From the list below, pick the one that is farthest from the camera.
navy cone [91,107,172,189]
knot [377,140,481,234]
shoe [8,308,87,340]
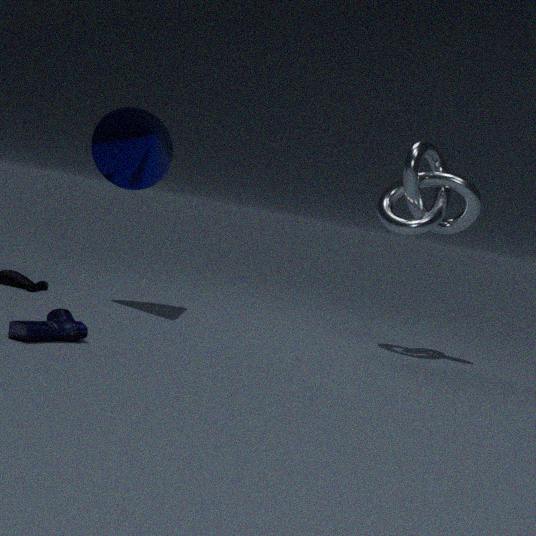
knot [377,140,481,234]
